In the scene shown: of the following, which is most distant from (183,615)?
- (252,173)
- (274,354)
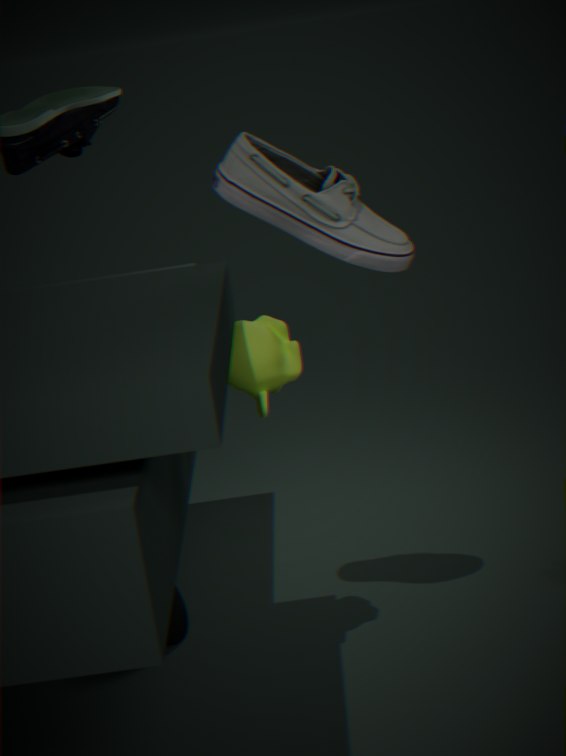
(252,173)
